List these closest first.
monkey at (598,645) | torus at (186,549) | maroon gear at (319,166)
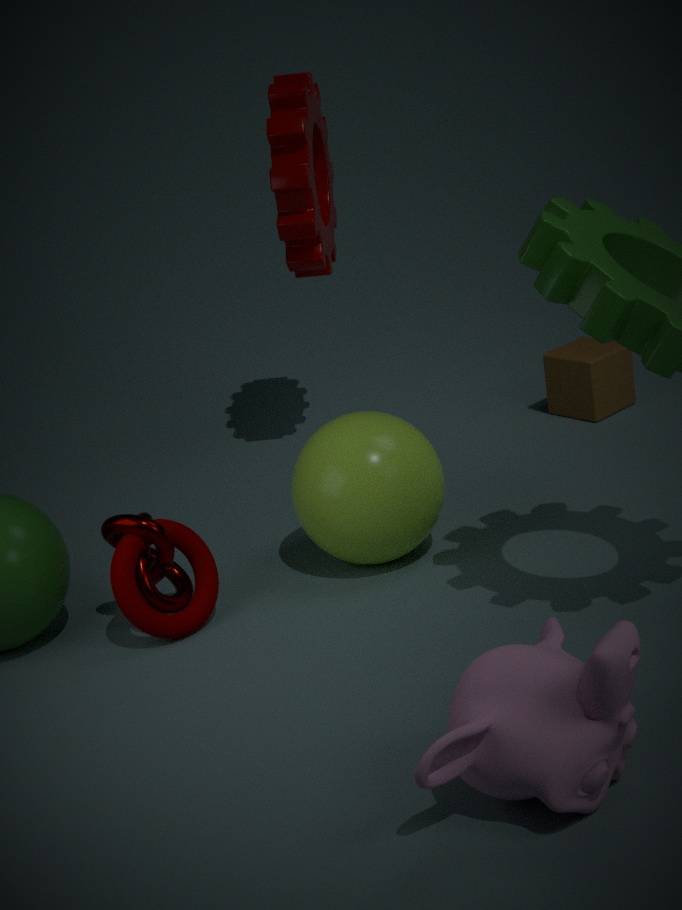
monkey at (598,645) → torus at (186,549) → maroon gear at (319,166)
